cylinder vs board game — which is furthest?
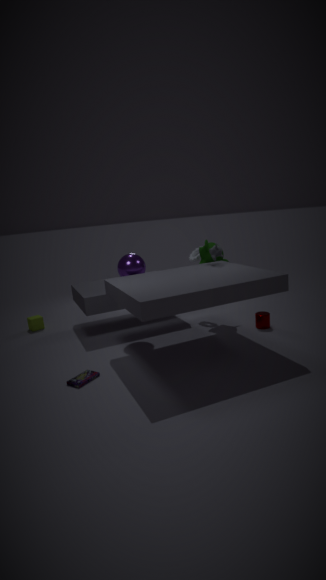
cylinder
